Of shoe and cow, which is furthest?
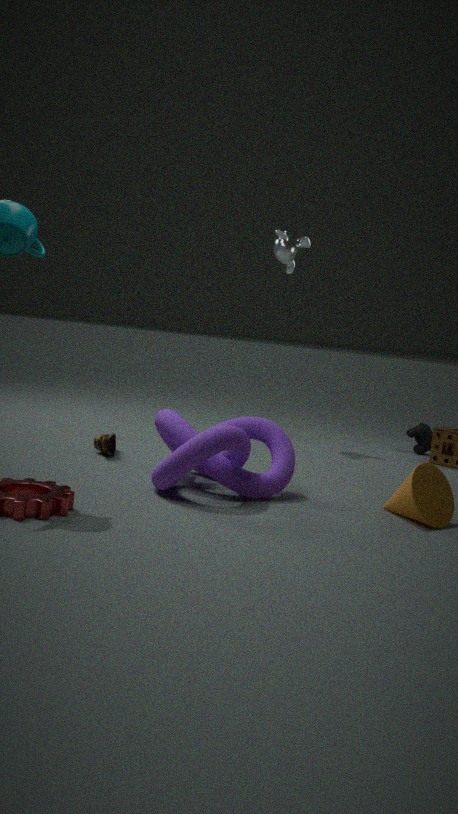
cow
